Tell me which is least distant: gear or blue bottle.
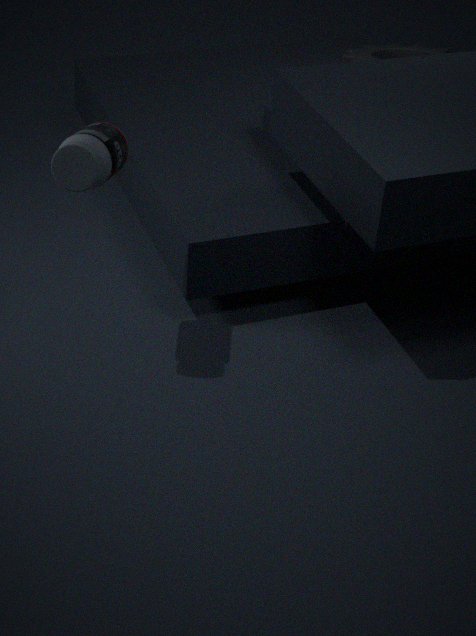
blue bottle
